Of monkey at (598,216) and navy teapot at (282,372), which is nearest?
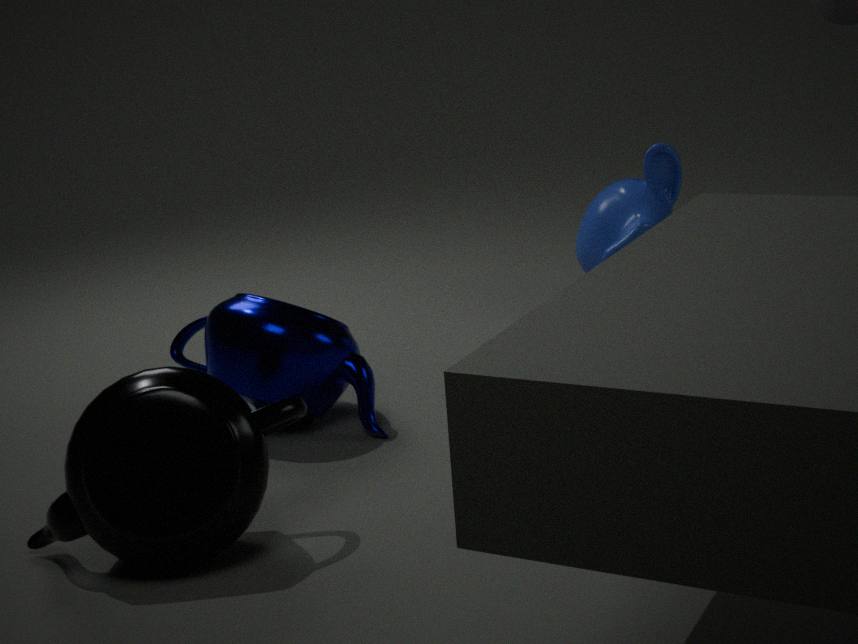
navy teapot at (282,372)
